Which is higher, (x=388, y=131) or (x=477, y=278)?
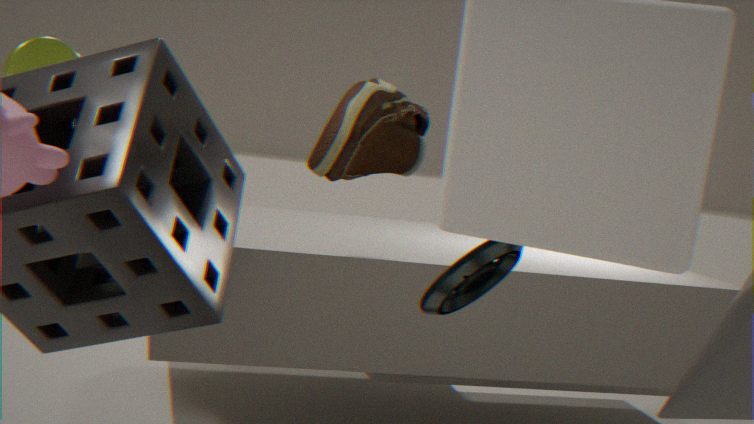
(x=388, y=131)
